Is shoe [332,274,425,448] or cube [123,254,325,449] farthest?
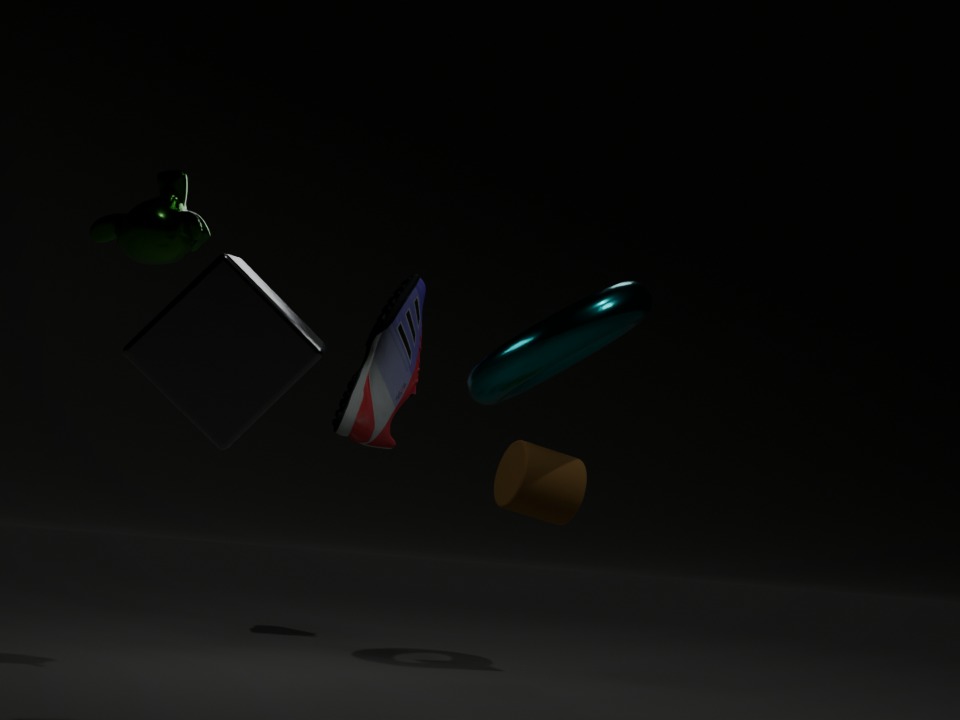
shoe [332,274,425,448]
